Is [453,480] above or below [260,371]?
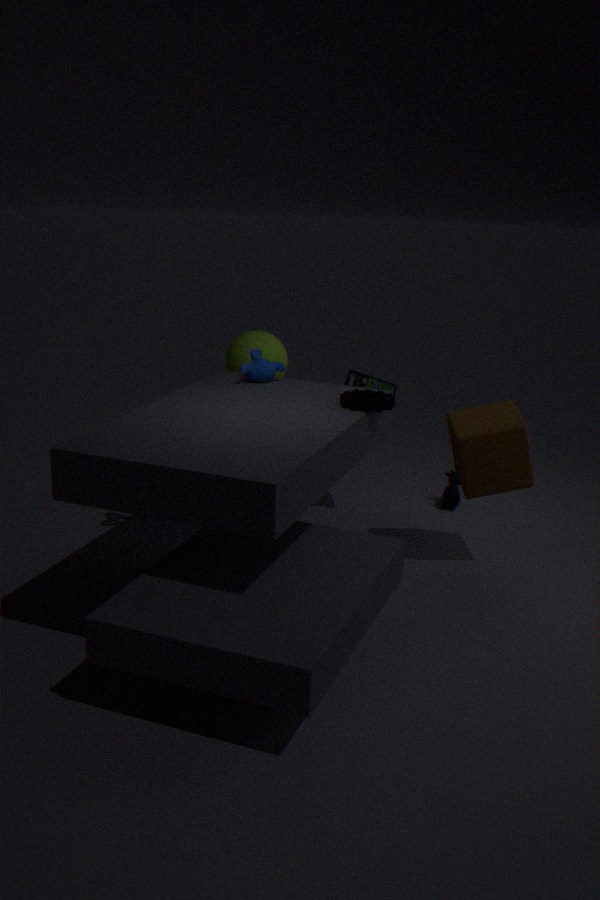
below
